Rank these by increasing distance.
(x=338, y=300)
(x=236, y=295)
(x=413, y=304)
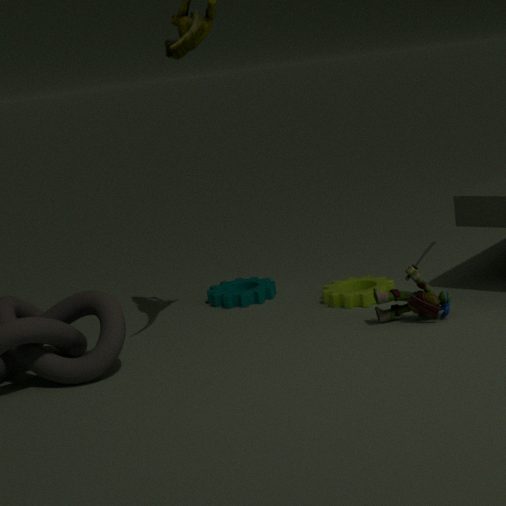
(x=413, y=304) < (x=338, y=300) < (x=236, y=295)
